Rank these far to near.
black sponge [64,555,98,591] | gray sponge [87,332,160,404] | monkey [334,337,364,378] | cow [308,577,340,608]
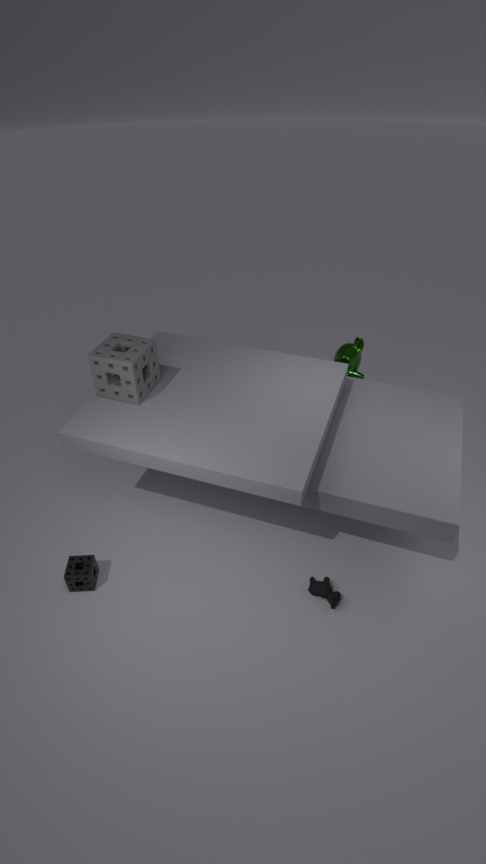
monkey [334,337,364,378] → gray sponge [87,332,160,404] → black sponge [64,555,98,591] → cow [308,577,340,608]
